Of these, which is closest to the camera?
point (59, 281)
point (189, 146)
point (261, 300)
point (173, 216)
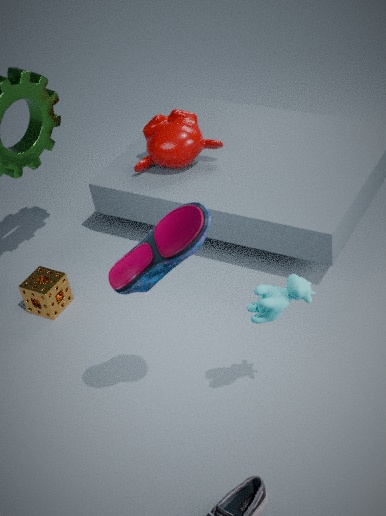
point (173, 216)
